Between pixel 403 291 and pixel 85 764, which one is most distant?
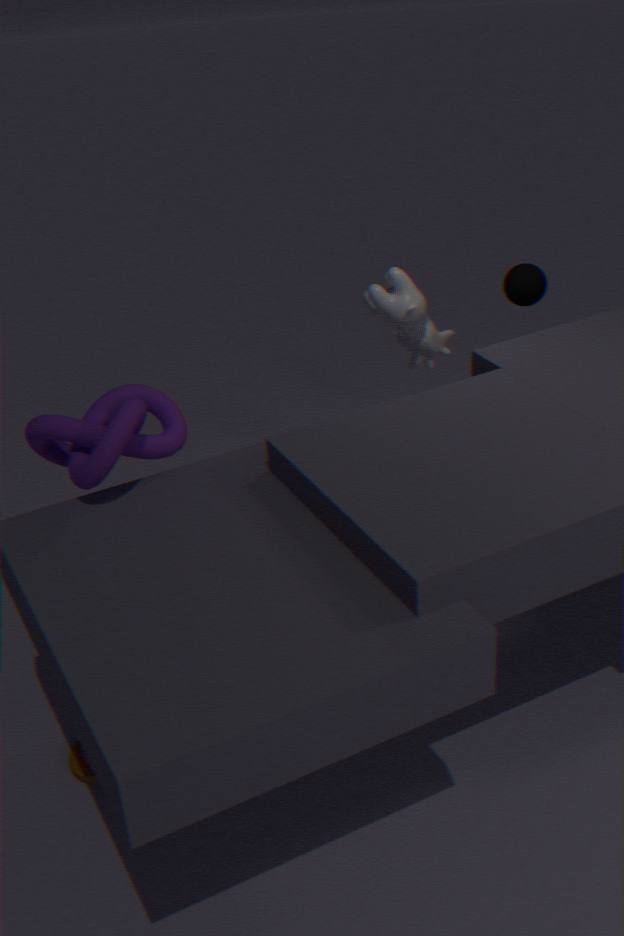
pixel 403 291
